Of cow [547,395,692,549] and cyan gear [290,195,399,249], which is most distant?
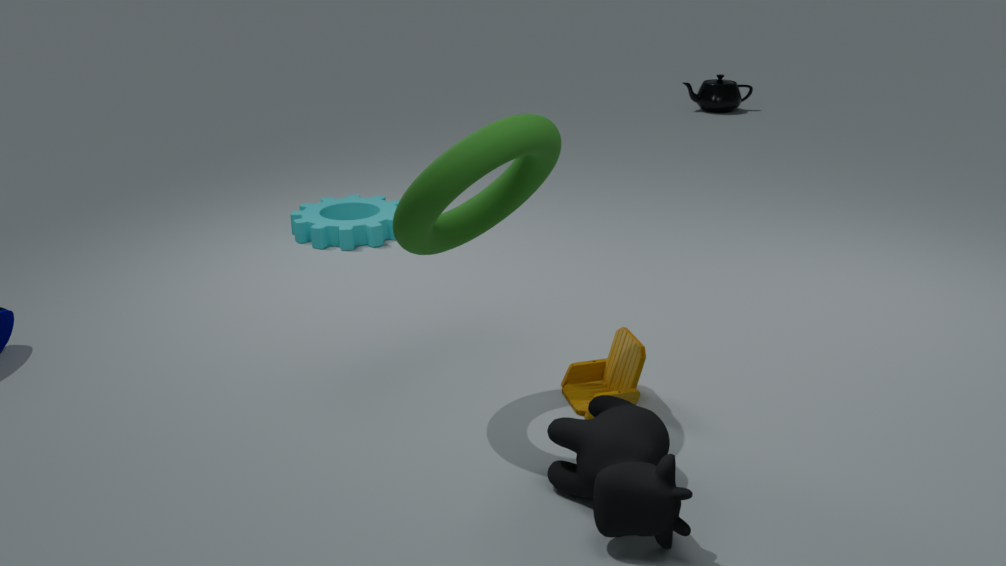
cyan gear [290,195,399,249]
